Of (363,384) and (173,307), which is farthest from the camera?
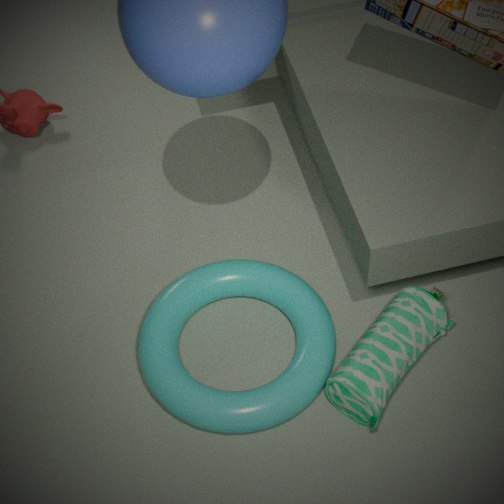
(173,307)
